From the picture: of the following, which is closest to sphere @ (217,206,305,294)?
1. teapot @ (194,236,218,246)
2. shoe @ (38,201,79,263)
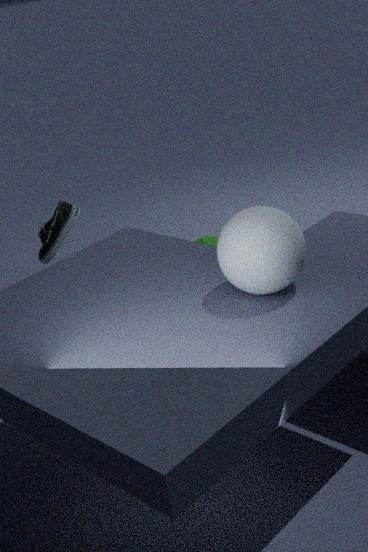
shoe @ (38,201,79,263)
